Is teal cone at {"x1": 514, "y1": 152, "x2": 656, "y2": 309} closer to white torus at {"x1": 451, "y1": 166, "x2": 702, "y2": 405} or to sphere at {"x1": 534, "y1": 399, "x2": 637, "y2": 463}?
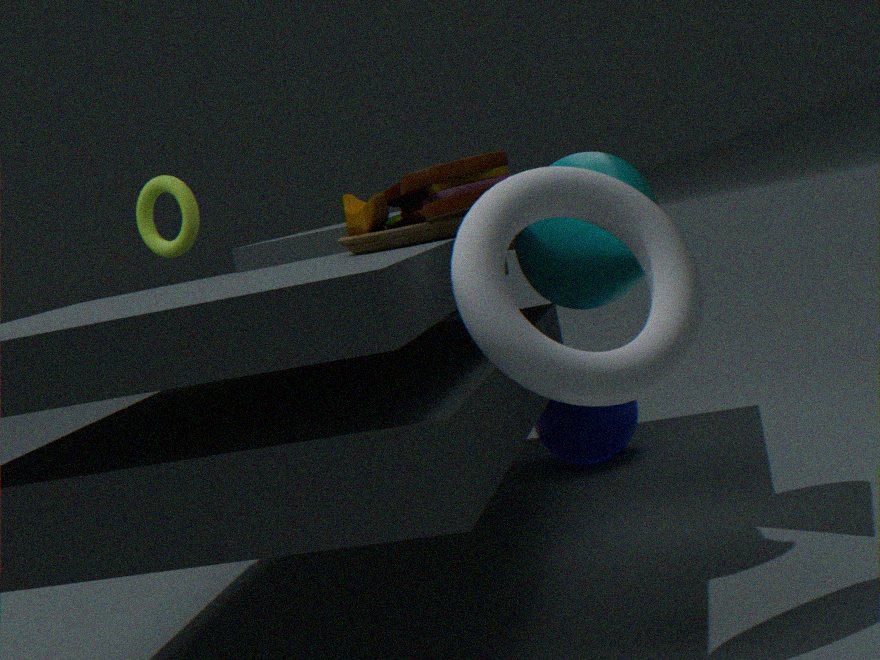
white torus at {"x1": 451, "y1": 166, "x2": 702, "y2": 405}
